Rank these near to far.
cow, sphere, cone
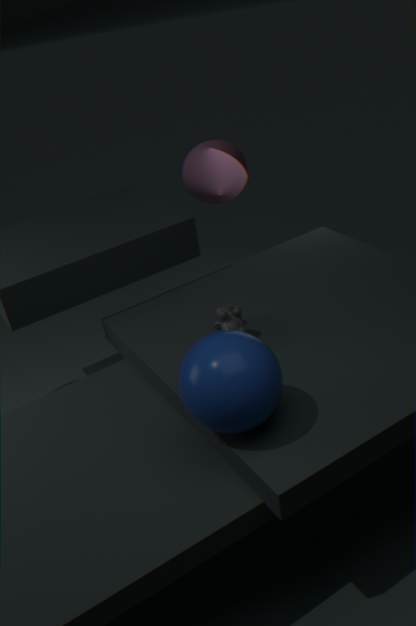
sphere < cow < cone
